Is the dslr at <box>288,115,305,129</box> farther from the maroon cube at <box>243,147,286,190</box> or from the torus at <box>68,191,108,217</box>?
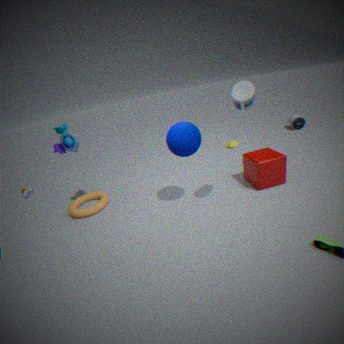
the torus at <box>68,191,108,217</box>
